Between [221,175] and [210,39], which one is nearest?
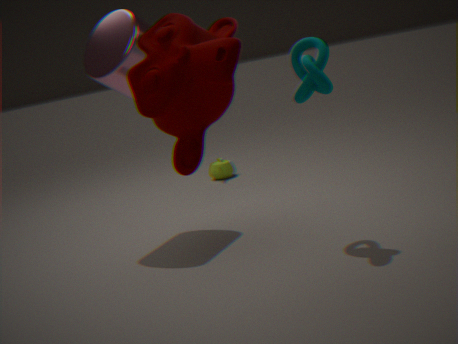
[210,39]
